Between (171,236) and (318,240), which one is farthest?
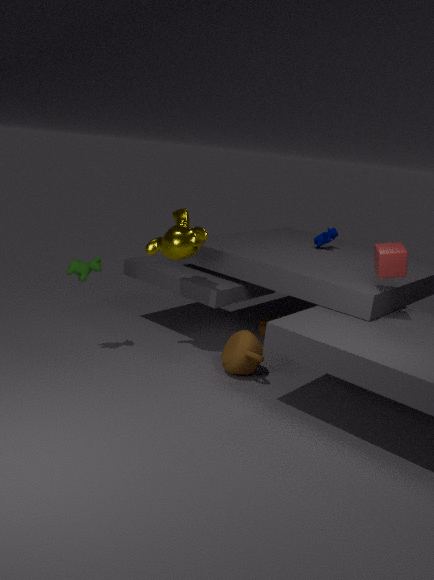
(318,240)
